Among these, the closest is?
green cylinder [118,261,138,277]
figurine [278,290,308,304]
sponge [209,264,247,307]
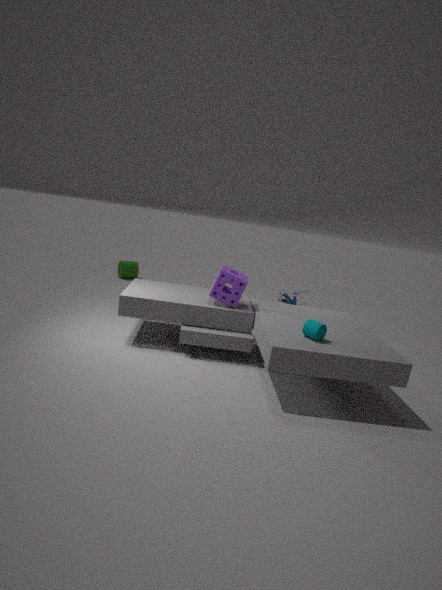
sponge [209,264,247,307]
